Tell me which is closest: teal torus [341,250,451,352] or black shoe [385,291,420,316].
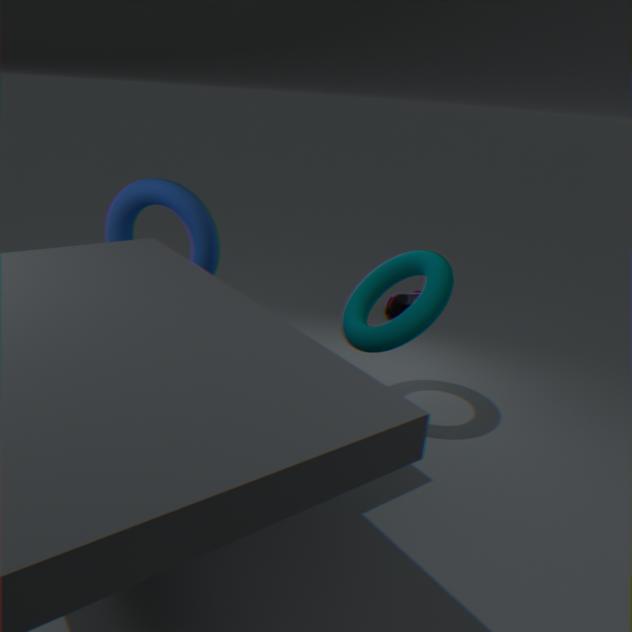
→ teal torus [341,250,451,352]
